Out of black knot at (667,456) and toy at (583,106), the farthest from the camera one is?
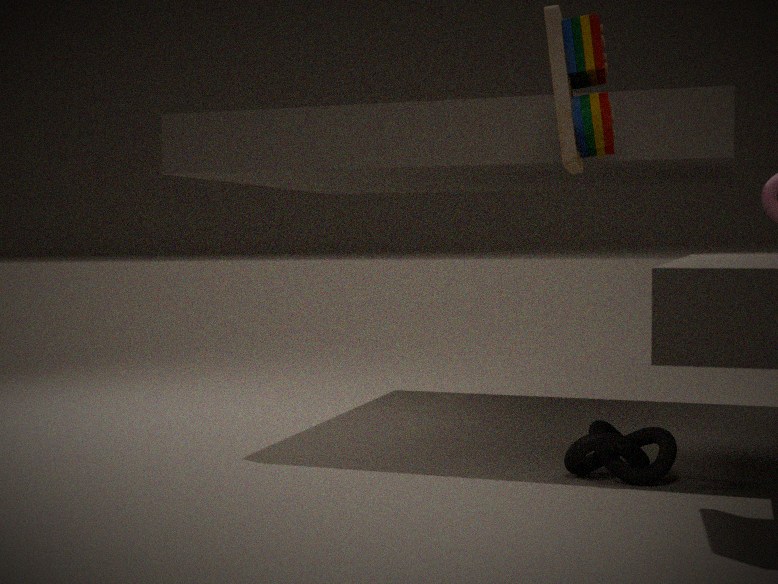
black knot at (667,456)
